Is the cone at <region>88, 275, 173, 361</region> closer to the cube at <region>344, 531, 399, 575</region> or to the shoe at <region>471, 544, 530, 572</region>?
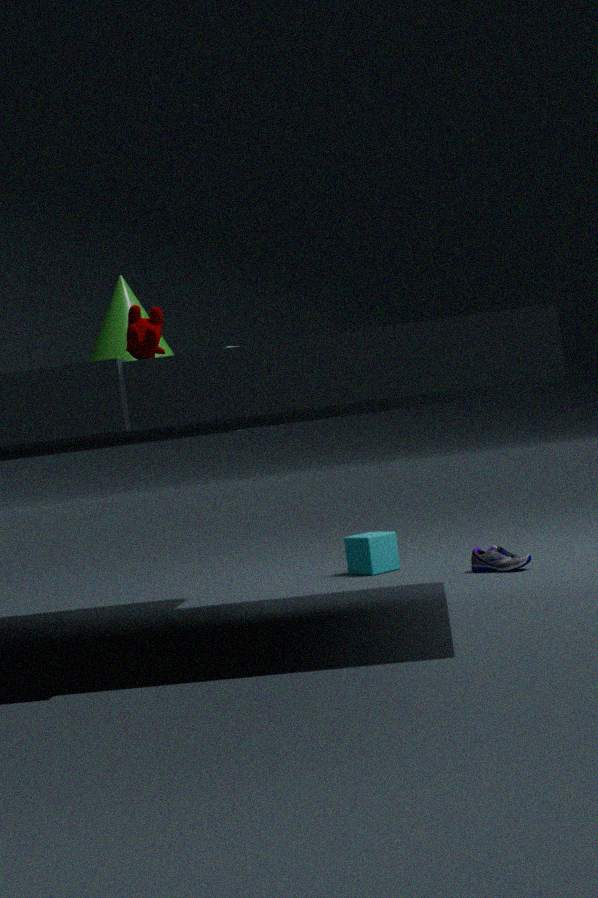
the cube at <region>344, 531, 399, 575</region>
